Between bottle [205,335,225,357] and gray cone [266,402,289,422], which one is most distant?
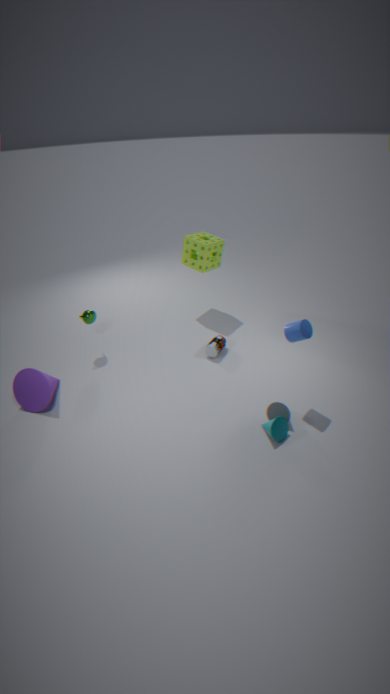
bottle [205,335,225,357]
